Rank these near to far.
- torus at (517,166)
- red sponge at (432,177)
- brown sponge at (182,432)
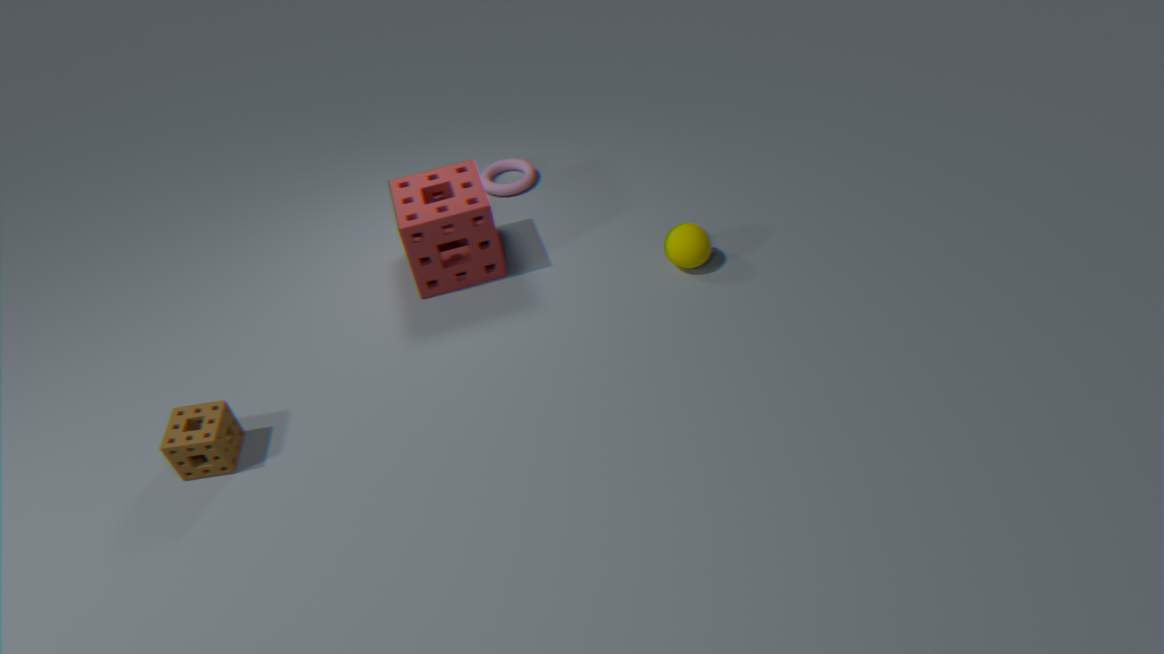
brown sponge at (182,432) → red sponge at (432,177) → torus at (517,166)
